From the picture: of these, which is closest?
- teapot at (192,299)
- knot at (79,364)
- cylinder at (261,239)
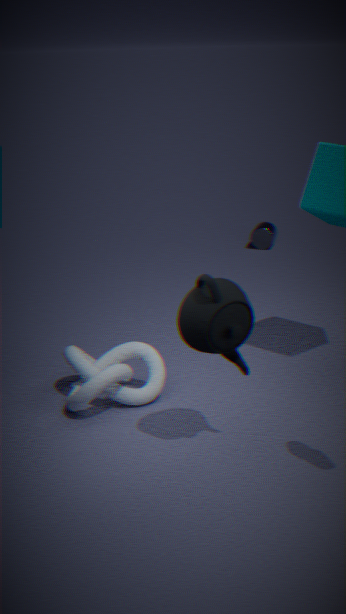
teapot at (192,299)
